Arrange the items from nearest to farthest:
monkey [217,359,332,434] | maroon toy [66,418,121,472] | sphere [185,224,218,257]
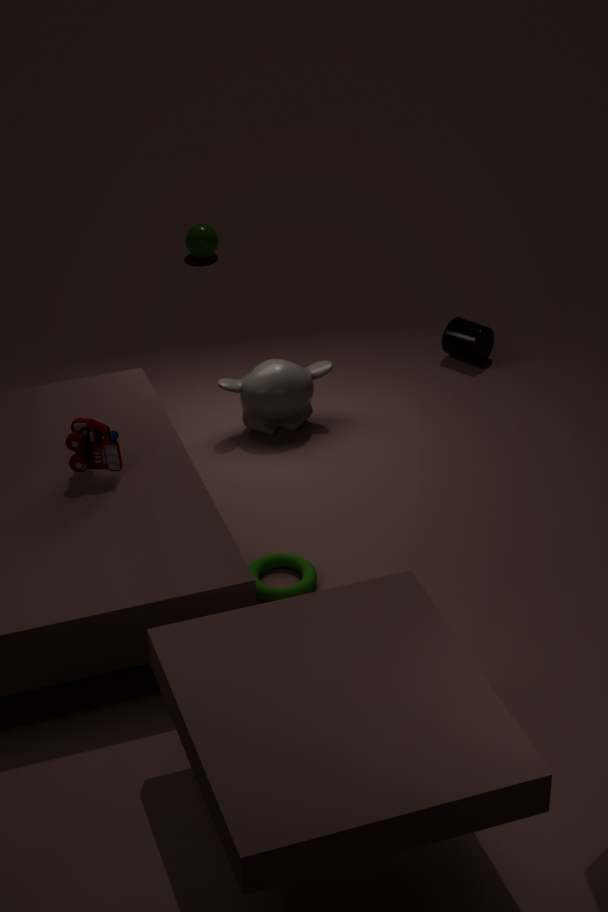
maroon toy [66,418,121,472] → monkey [217,359,332,434] → sphere [185,224,218,257]
